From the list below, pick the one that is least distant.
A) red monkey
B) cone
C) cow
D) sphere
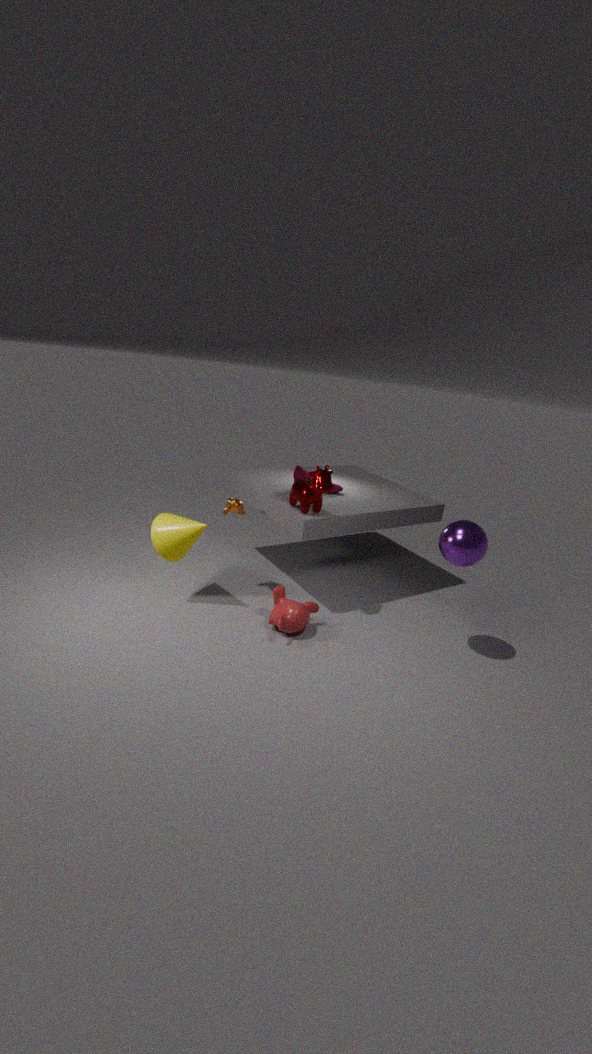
sphere
